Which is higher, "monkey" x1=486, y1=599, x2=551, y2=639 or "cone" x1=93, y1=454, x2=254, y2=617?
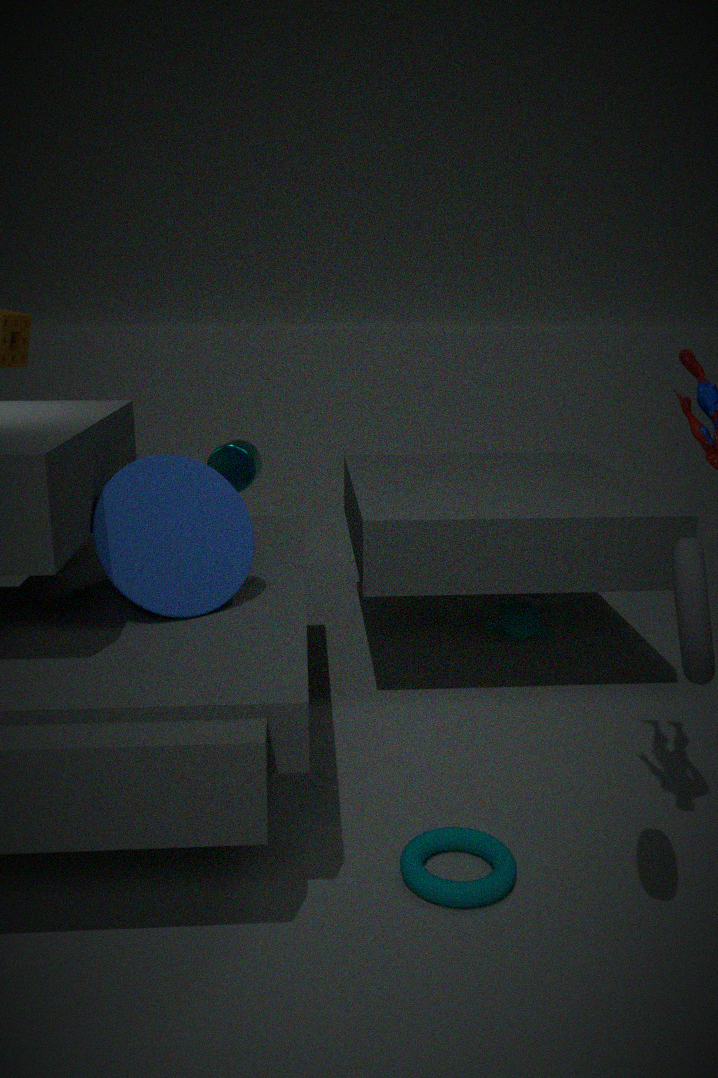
"cone" x1=93, y1=454, x2=254, y2=617
